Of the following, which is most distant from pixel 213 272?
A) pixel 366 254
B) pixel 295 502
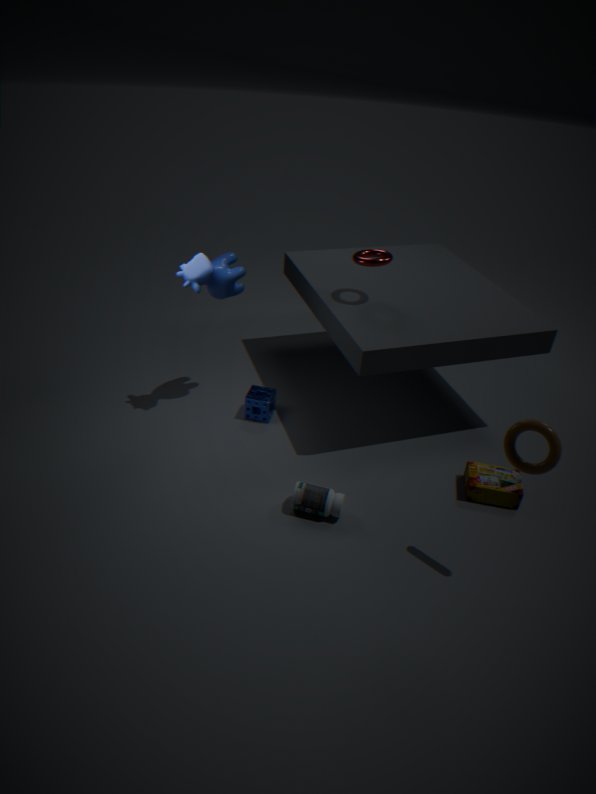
pixel 295 502
